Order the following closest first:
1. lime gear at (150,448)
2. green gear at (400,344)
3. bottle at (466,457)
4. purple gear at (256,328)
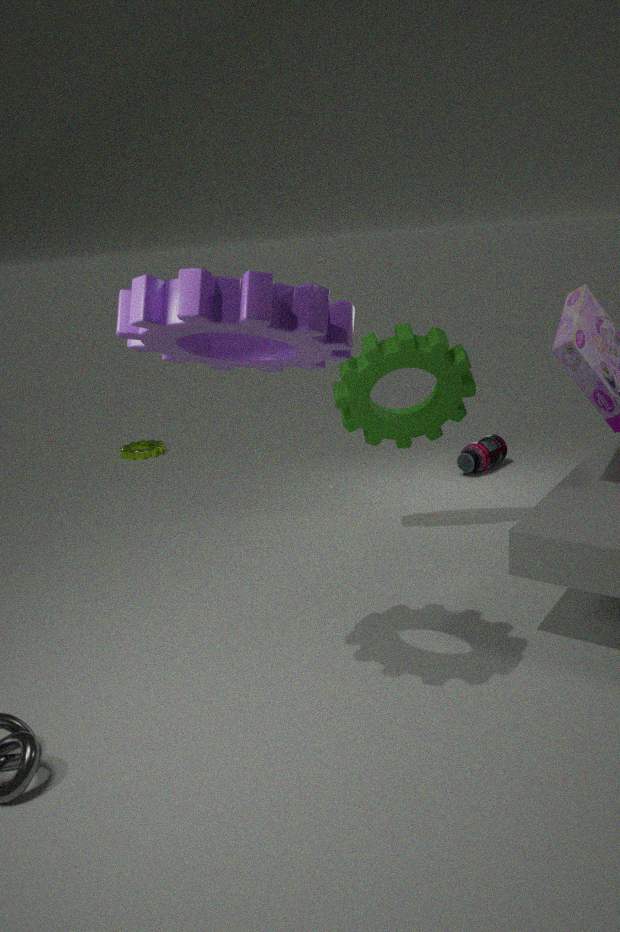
purple gear at (256,328)
green gear at (400,344)
bottle at (466,457)
lime gear at (150,448)
